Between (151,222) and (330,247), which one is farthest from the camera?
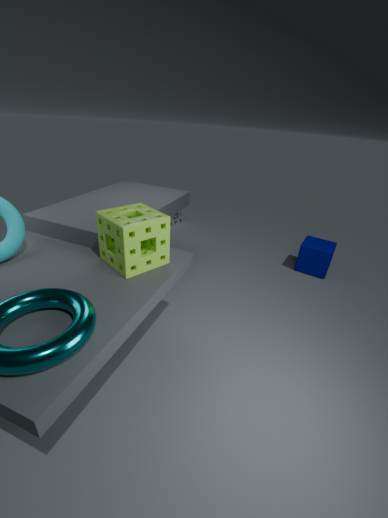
(330,247)
